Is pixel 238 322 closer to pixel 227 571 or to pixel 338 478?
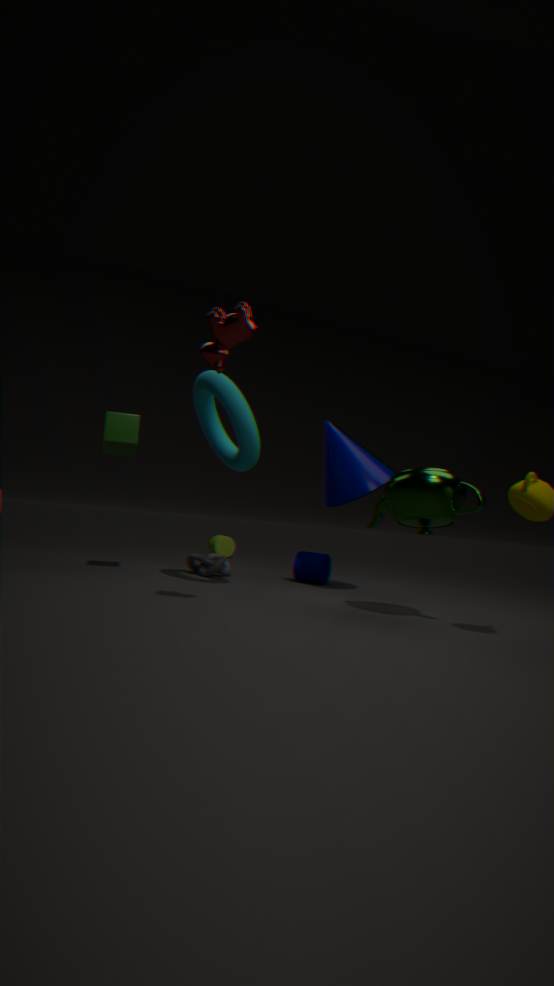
pixel 338 478
